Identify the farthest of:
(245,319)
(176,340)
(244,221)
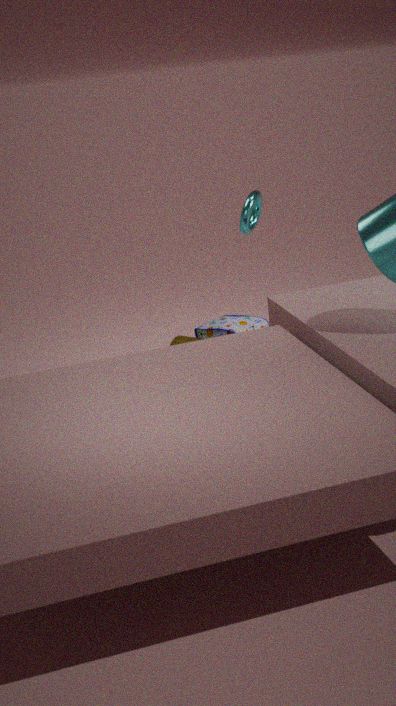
(245,319)
